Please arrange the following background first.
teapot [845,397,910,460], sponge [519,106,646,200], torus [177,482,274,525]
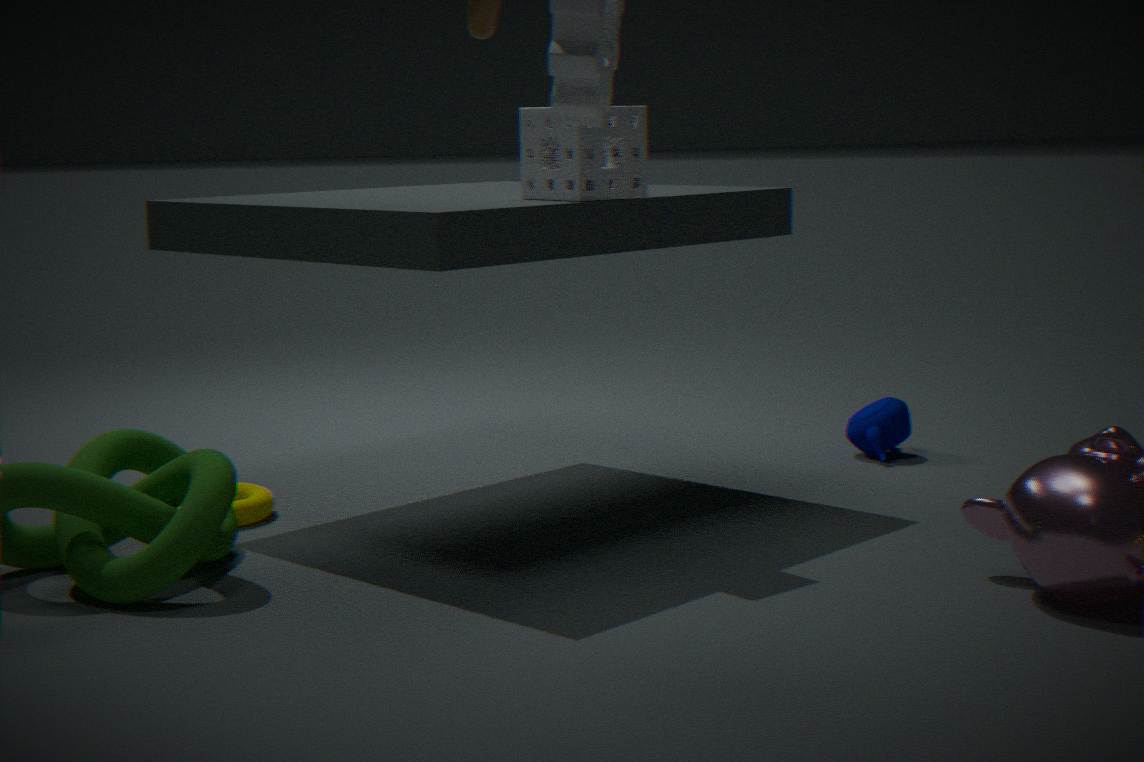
teapot [845,397,910,460] → torus [177,482,274,525] → sponge [519,106,646,200]
